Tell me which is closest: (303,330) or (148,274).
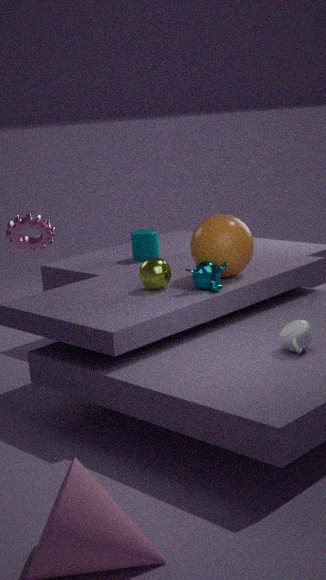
(303,330)
